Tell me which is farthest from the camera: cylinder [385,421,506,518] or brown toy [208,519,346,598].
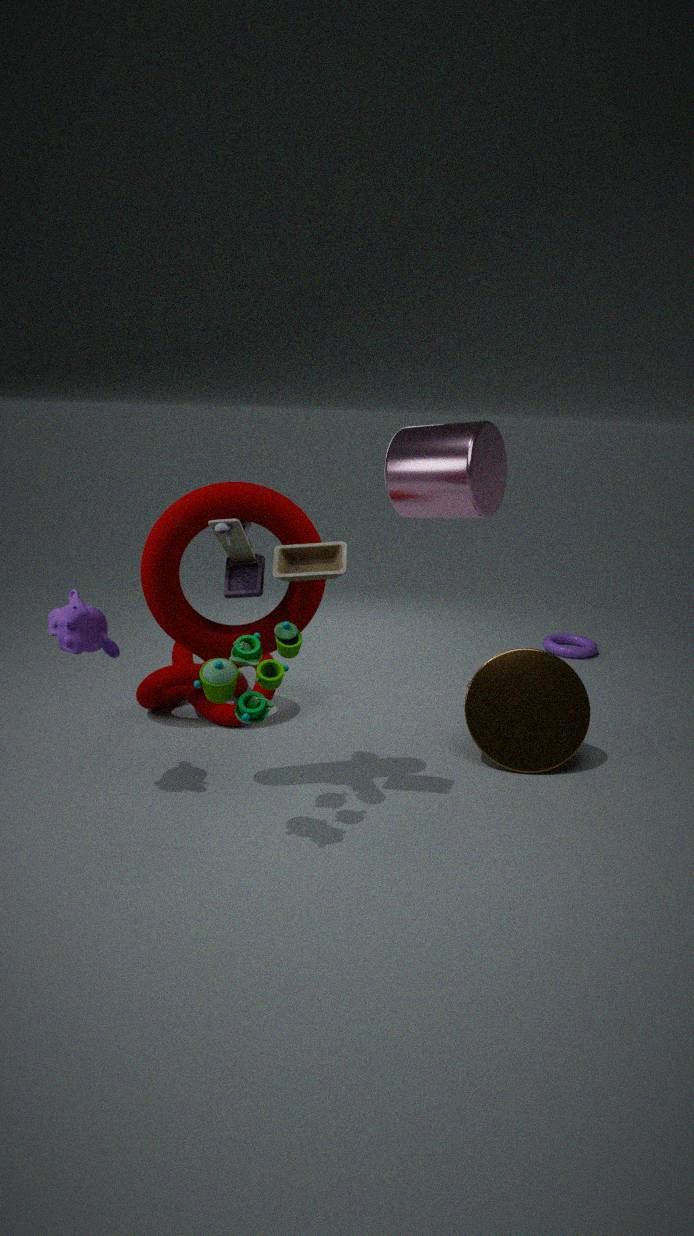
cylinder [385,421,506,518]
